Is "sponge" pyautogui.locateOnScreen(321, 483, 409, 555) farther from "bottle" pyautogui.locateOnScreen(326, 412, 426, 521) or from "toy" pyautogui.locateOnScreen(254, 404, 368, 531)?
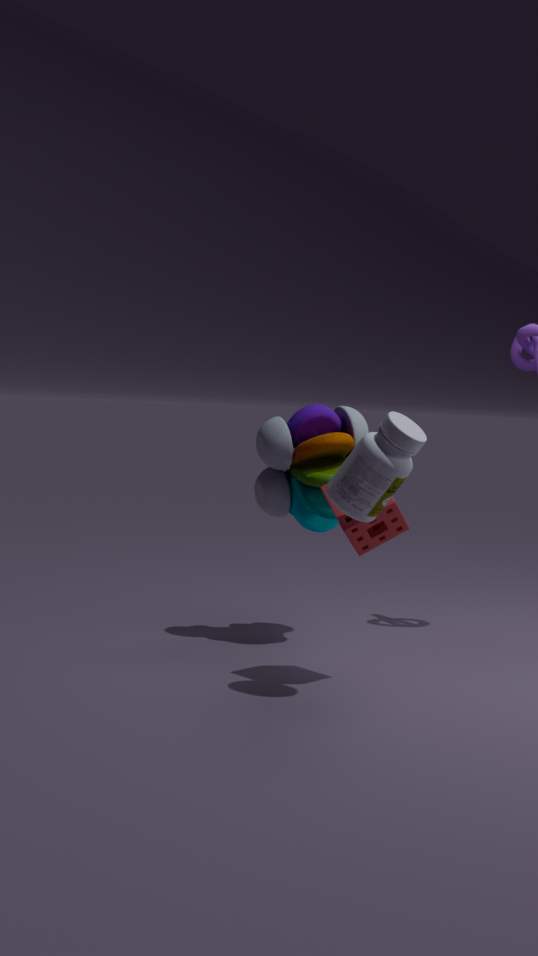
"toy" pyautogui.locateOnScreen(254, 404, 368, 531)
